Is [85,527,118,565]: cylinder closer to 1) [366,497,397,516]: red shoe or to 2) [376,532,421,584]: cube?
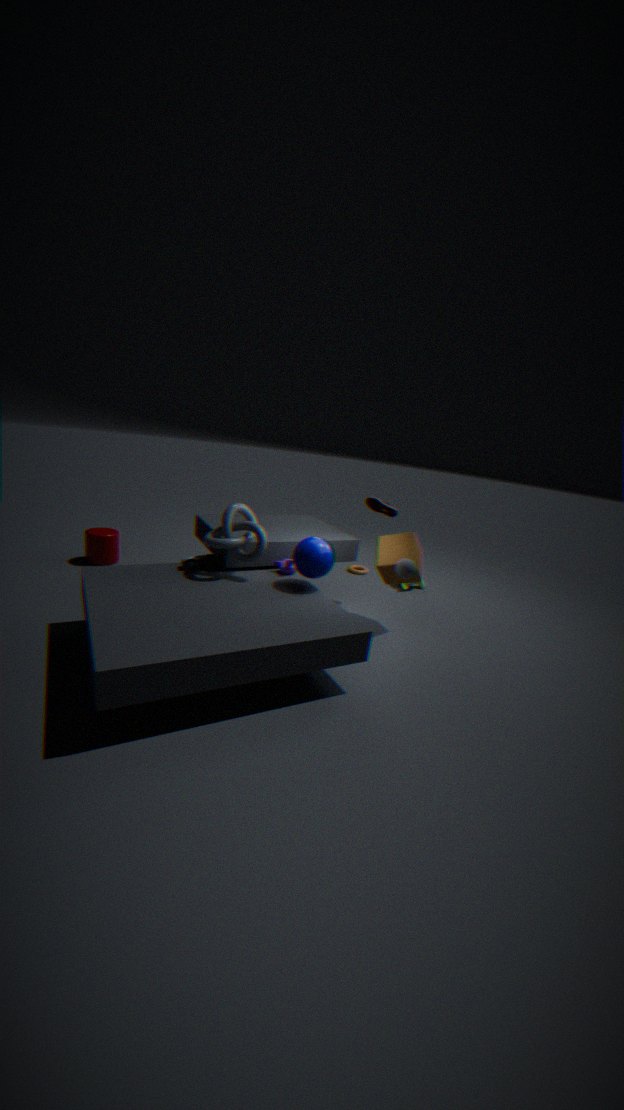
1) [366,497,397,516]: red shoe
